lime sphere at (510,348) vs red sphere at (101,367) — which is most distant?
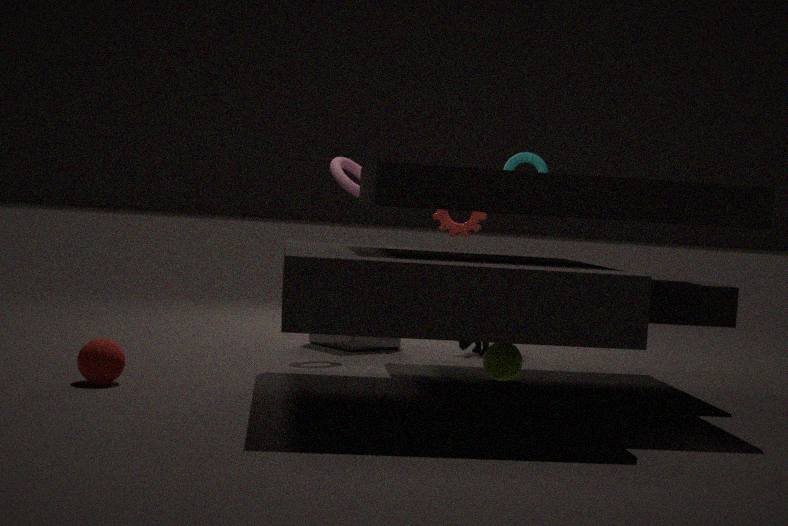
lime sphere at (510,348)
